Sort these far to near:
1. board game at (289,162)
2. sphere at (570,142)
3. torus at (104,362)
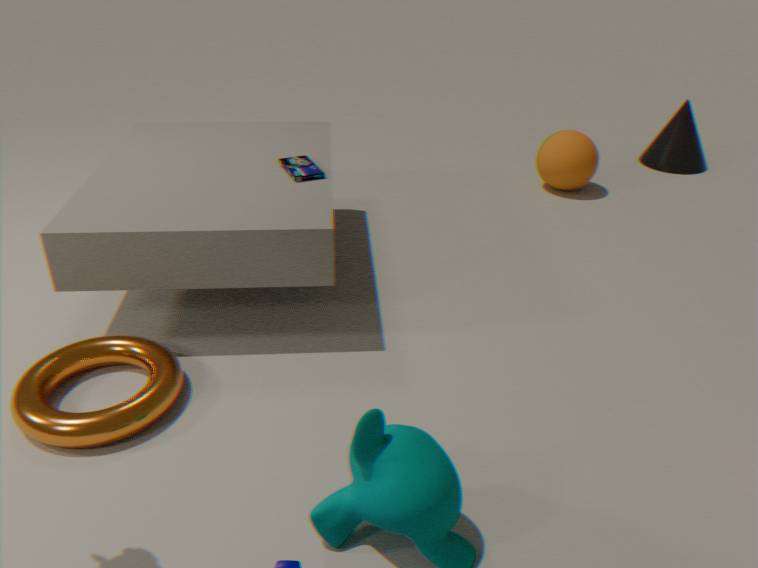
sphere at (570,142) < board game at (289,162) < torus at (104,362)
